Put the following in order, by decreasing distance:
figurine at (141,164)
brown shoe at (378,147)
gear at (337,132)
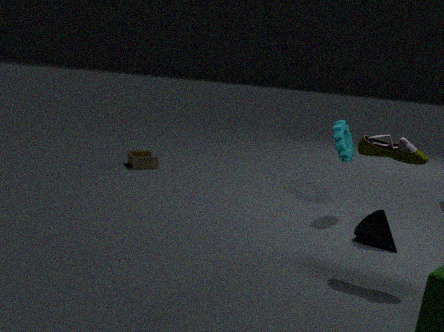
figurine at (141,164)
gear at (337,132)
brown shoe at (378,147)
